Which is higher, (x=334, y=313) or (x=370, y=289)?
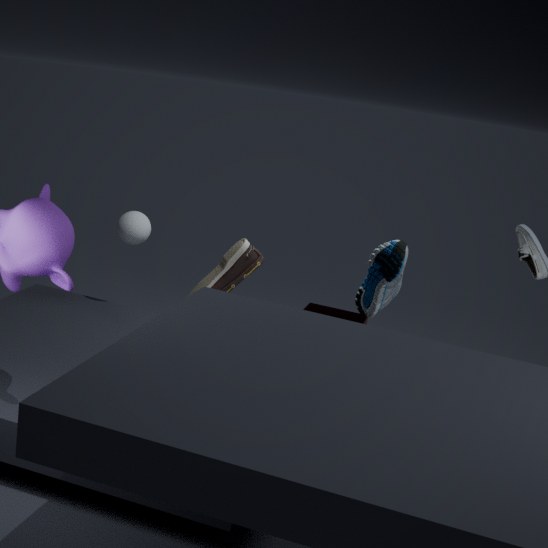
(x=370, y=289)
